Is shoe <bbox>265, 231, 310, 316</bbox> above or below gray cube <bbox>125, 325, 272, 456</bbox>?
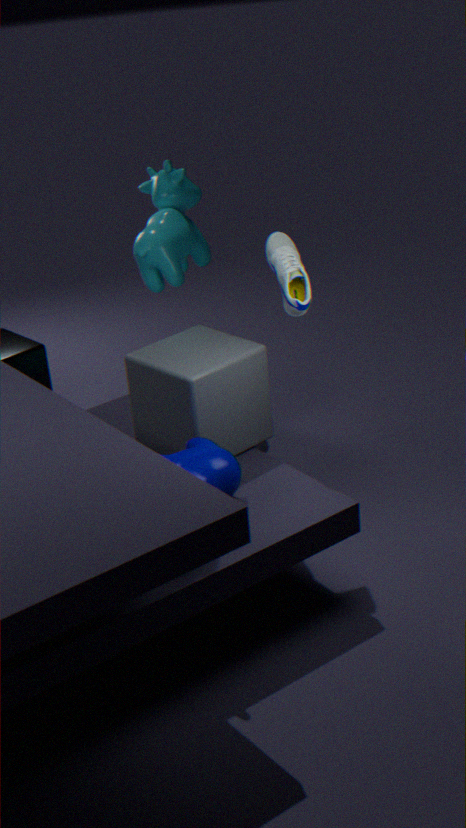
above
